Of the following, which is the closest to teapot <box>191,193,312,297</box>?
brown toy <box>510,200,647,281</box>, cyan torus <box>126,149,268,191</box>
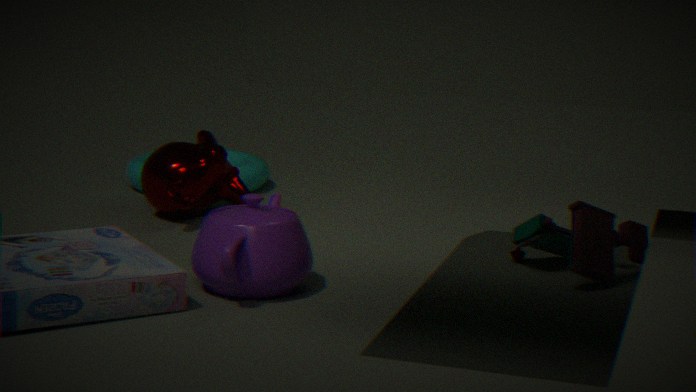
brown toy <box>510,200,647,281</box>
